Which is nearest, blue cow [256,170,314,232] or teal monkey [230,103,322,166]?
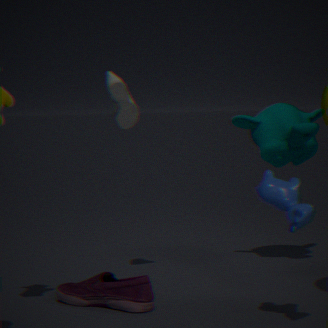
blue cow [256,170,314,232]
